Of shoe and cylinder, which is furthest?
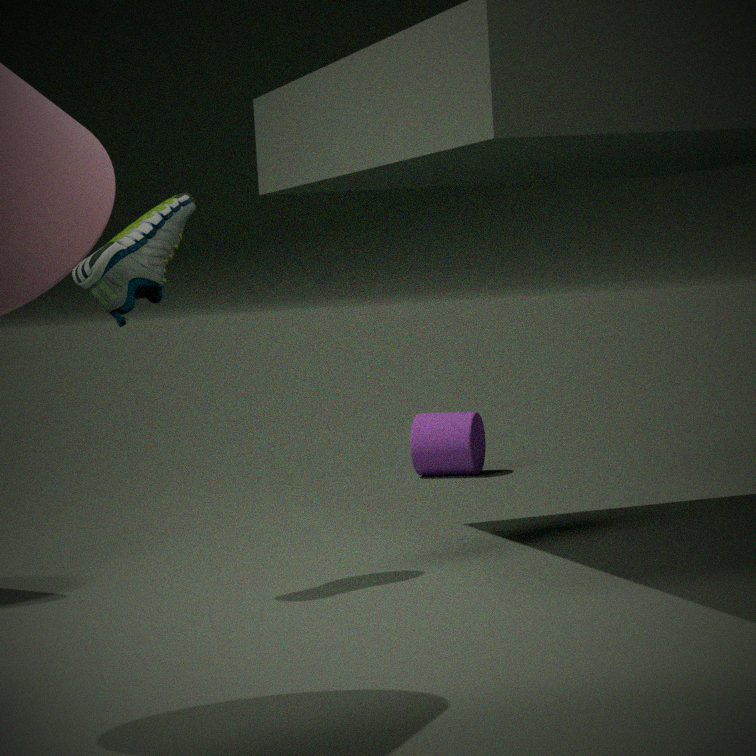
cylinder
